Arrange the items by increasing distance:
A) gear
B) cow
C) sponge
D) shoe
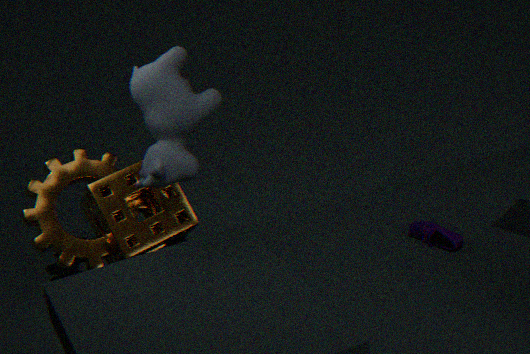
cow, shoe, sponge, gear
